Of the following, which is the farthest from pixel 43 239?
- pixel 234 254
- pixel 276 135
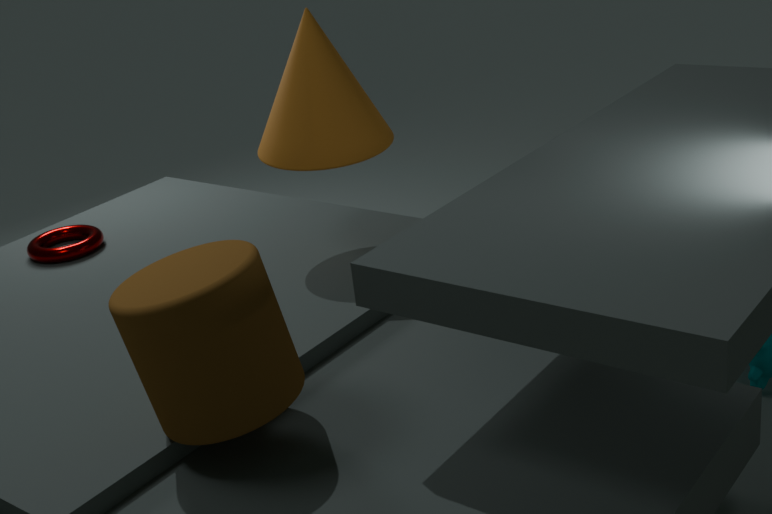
pixel 234 254
